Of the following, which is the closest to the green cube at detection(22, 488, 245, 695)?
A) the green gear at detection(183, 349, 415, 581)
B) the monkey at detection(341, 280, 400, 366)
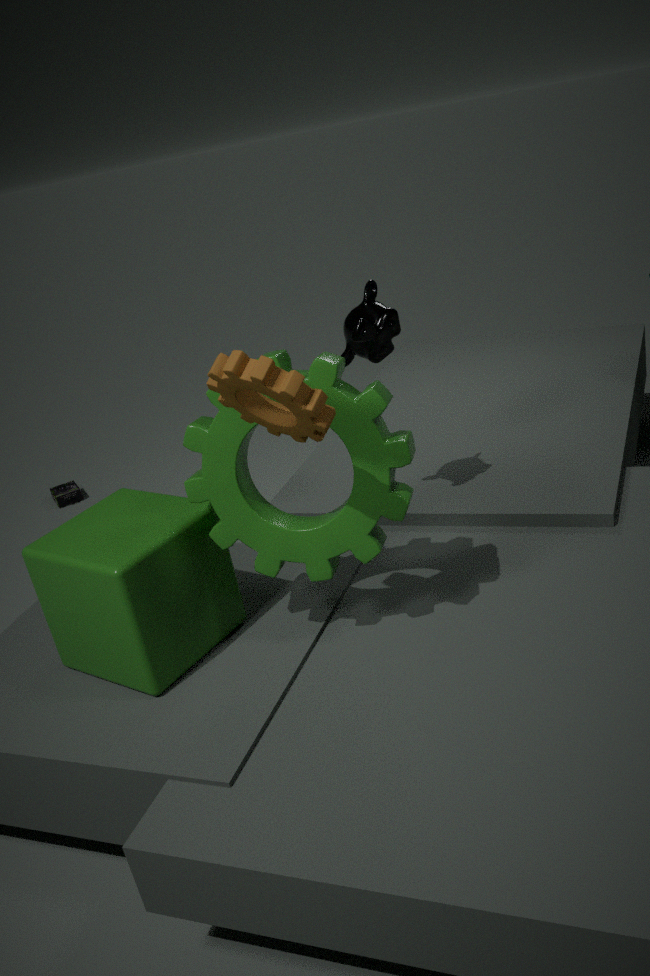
the green gear at detection(183, 349, 415, 581)
